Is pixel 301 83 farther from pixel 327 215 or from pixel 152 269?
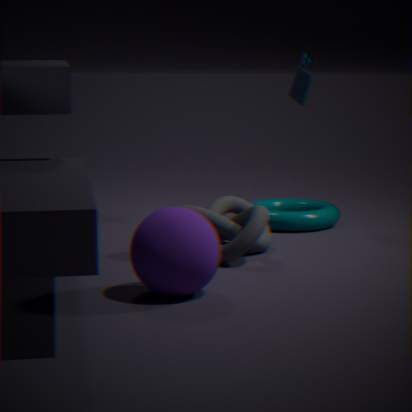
pixel 152 269
